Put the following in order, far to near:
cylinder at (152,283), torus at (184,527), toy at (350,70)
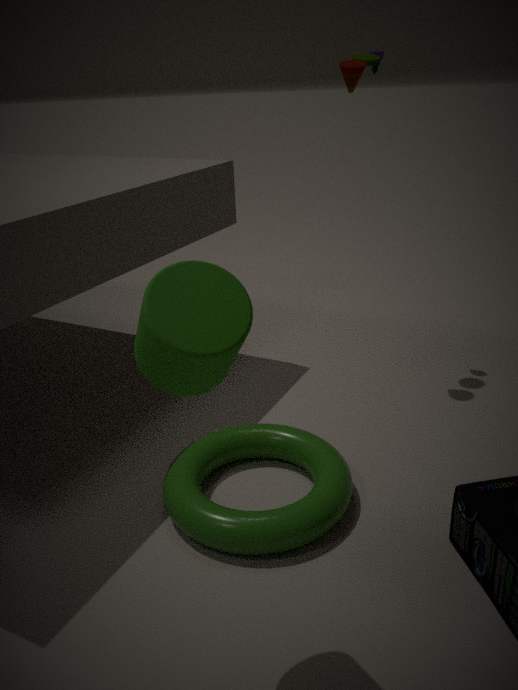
toy at (350,70)
torus at (184,527)
cylinder at (152,283)
